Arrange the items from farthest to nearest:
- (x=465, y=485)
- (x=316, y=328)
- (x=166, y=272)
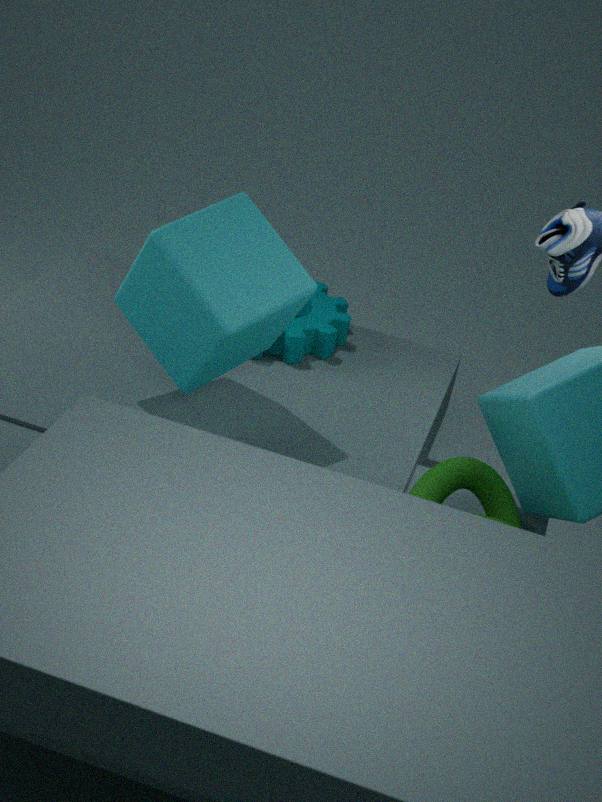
(x=316, y=328) < (x=166, y=272) < (x=465, y=485)
